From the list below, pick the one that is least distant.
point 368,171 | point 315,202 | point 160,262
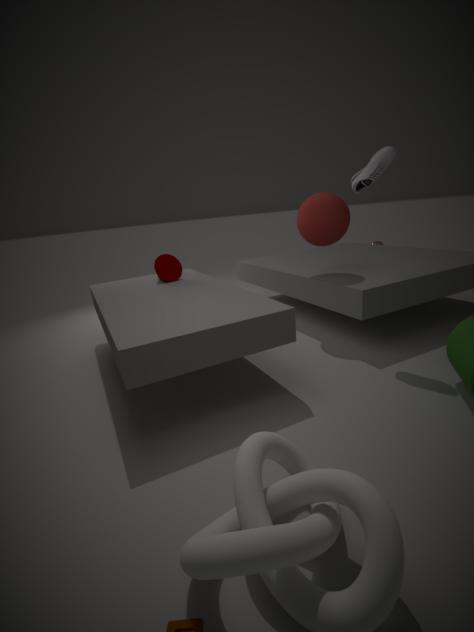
point 368,171
